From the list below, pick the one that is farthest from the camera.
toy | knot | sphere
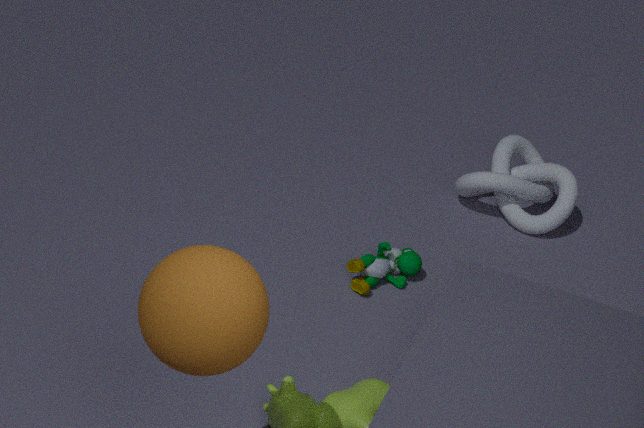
knot
